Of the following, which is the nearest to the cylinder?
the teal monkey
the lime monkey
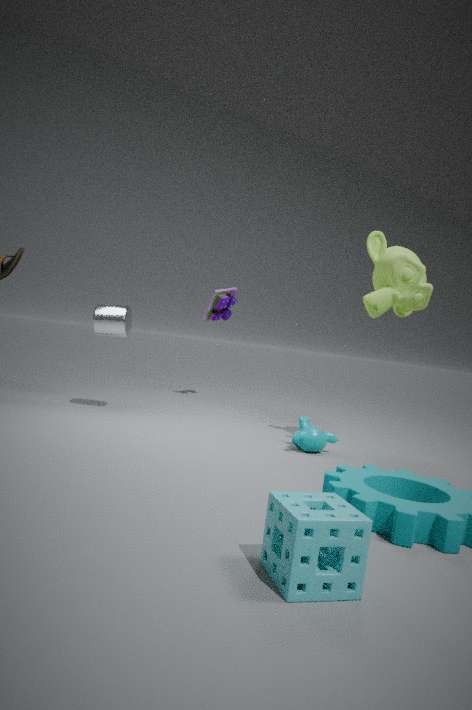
the teal monkey
